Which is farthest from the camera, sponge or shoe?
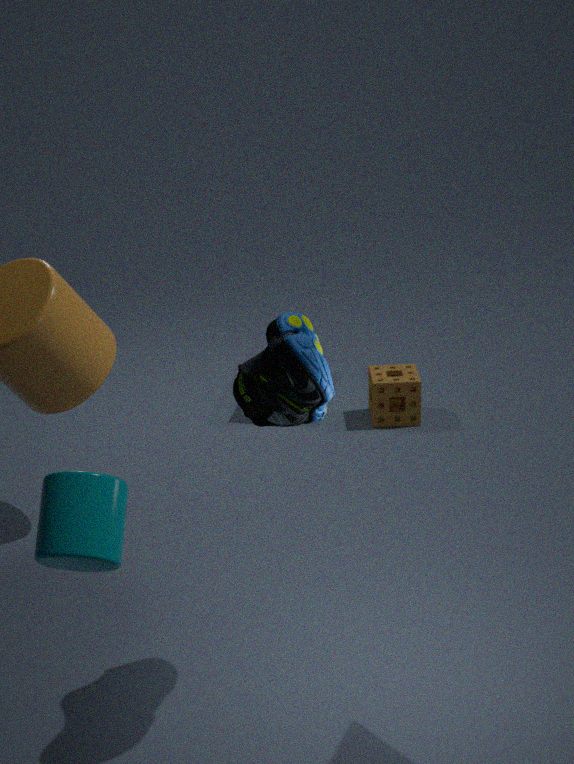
sponge
